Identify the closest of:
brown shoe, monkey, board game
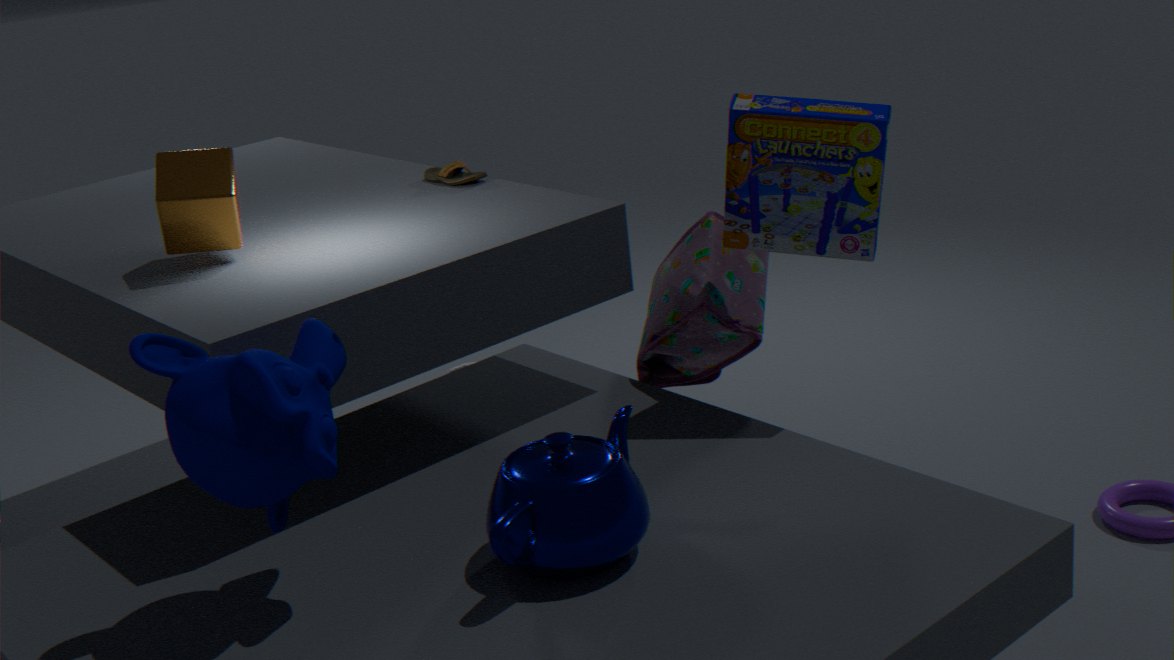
monkey
